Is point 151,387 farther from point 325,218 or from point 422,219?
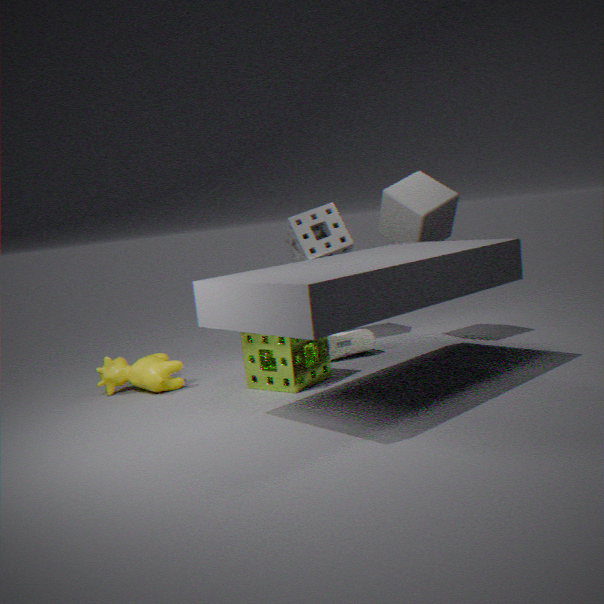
point 422,219
